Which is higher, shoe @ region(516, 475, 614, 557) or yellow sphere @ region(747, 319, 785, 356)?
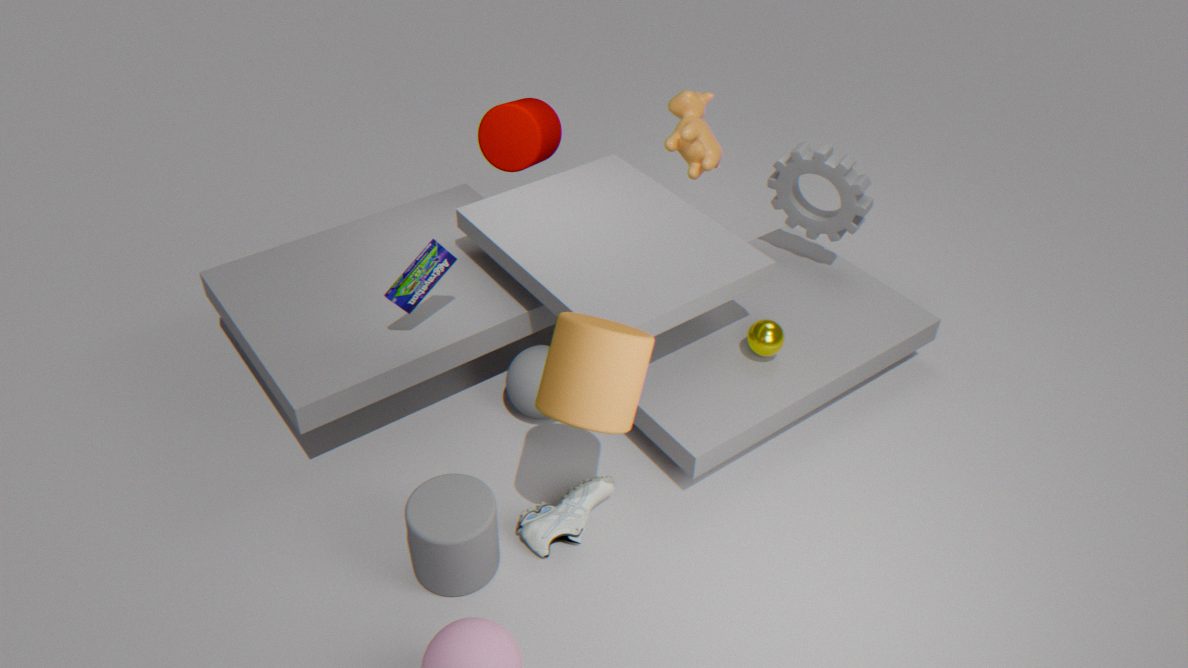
yellow sphere @ region(747, 319, 785, 356)
